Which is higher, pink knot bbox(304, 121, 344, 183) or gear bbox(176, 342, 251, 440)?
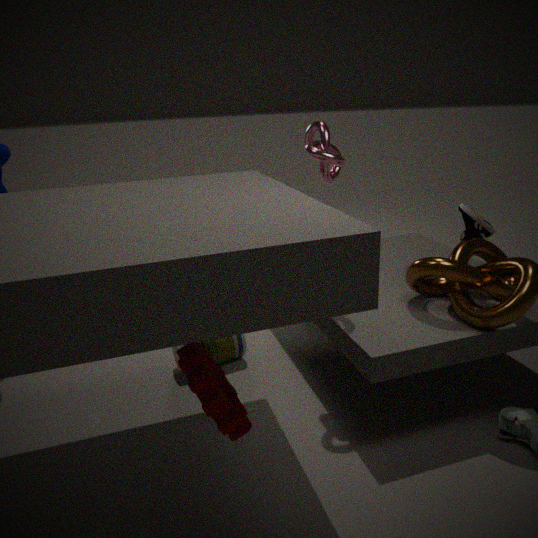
pink knot bbox(304, 121, 344, 183)
